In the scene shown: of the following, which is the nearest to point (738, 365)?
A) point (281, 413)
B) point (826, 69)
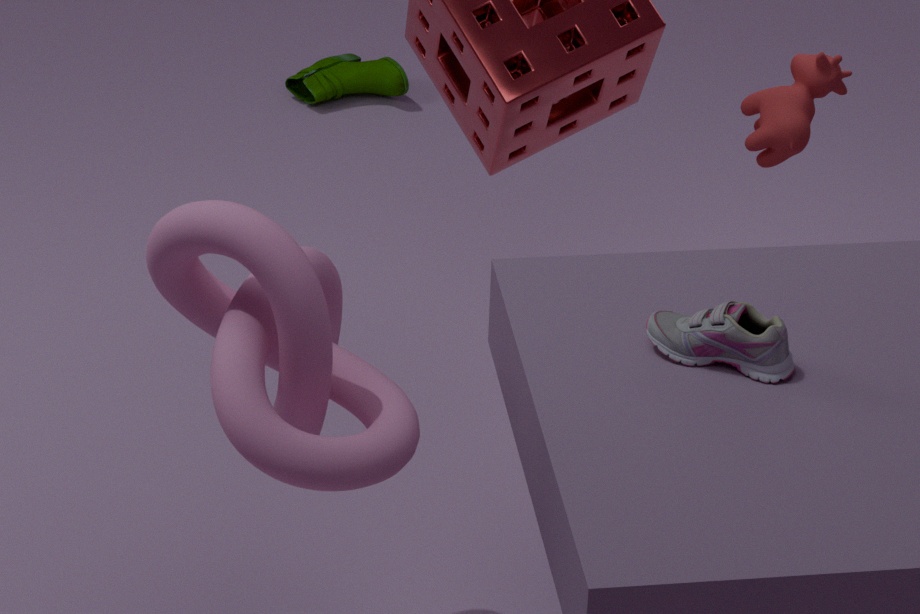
point (281, 413)
